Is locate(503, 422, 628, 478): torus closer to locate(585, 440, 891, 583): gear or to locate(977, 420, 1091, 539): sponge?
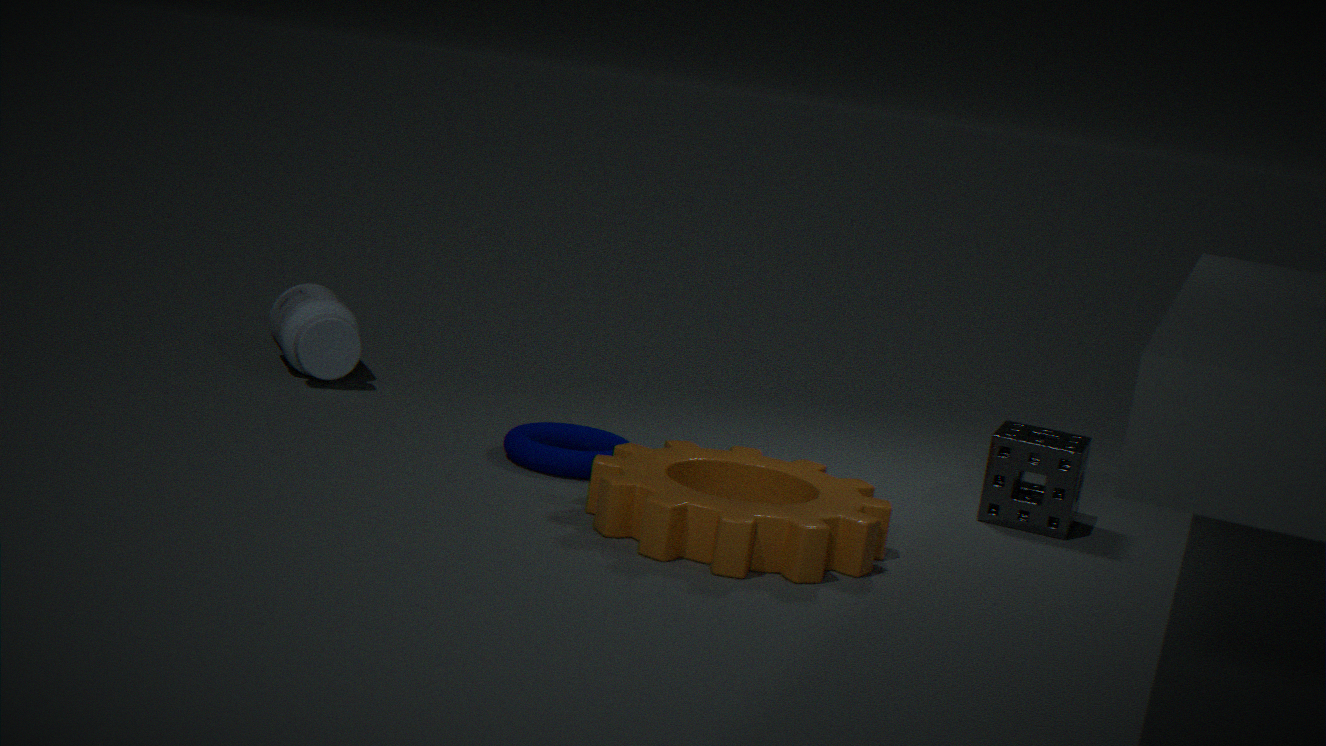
locate(585, 440, 891, 583): gear
